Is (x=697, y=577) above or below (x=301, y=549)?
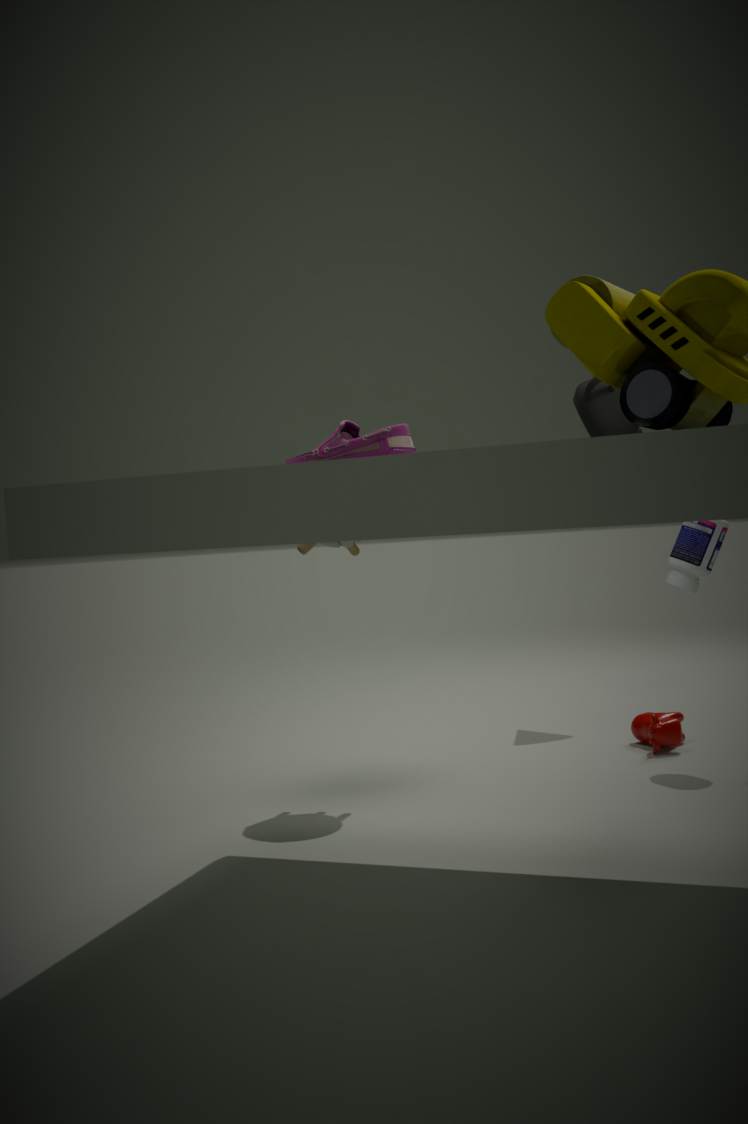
below
